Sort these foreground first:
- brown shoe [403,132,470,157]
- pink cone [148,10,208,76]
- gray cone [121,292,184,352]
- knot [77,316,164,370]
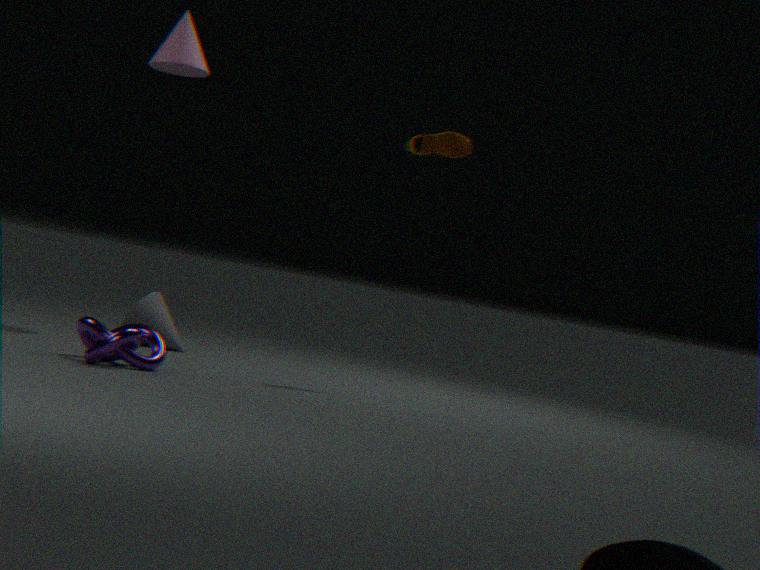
knot [77,316,164,370] < brown shoe [403,132,470,157] < pink cone [148,10,208,76] < gray cone [121,292,184,352]
